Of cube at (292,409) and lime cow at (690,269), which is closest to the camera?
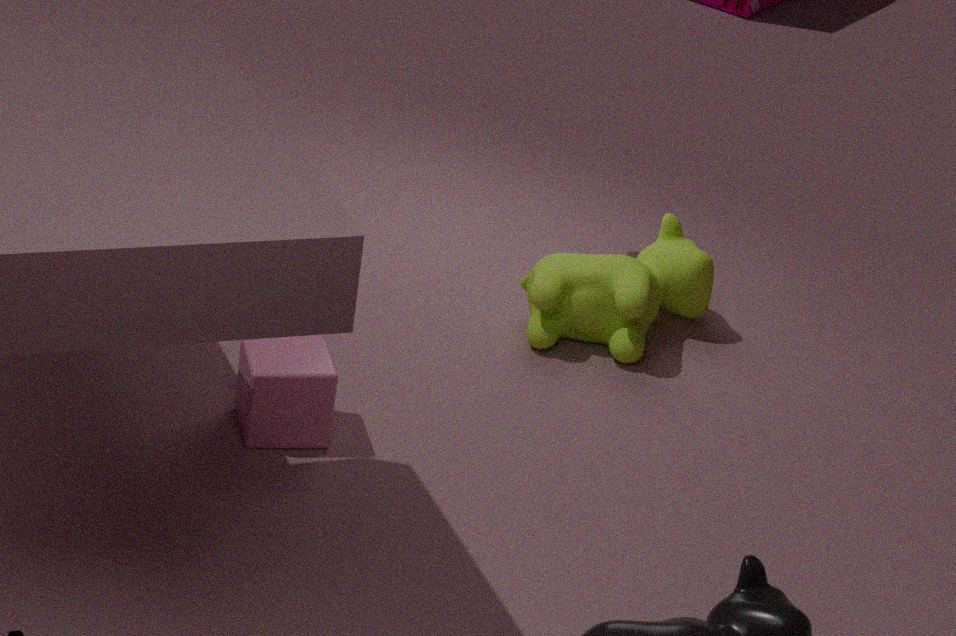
cube at (292,409)
